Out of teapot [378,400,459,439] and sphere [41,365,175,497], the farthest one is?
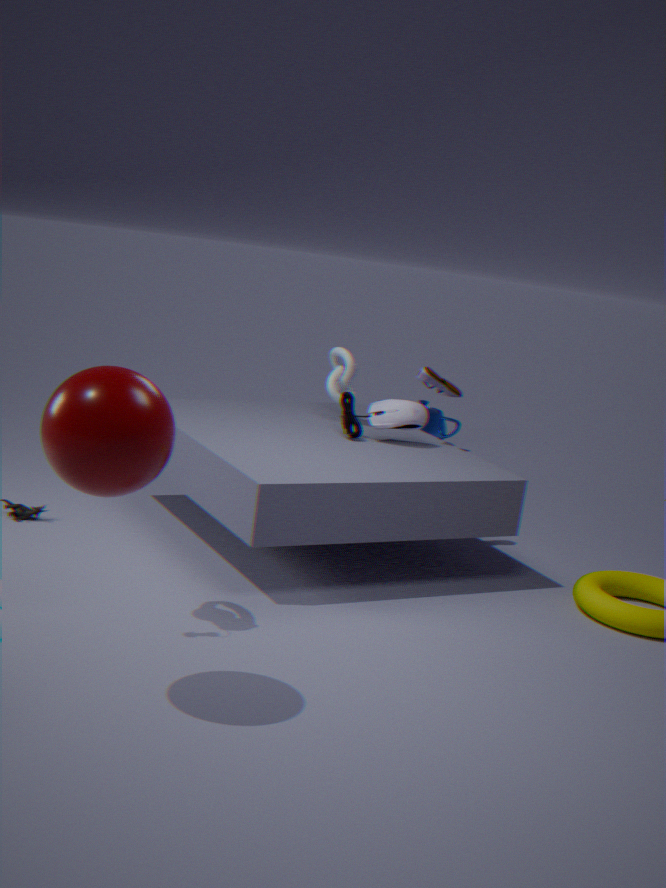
teapot [378,400,459,439]
